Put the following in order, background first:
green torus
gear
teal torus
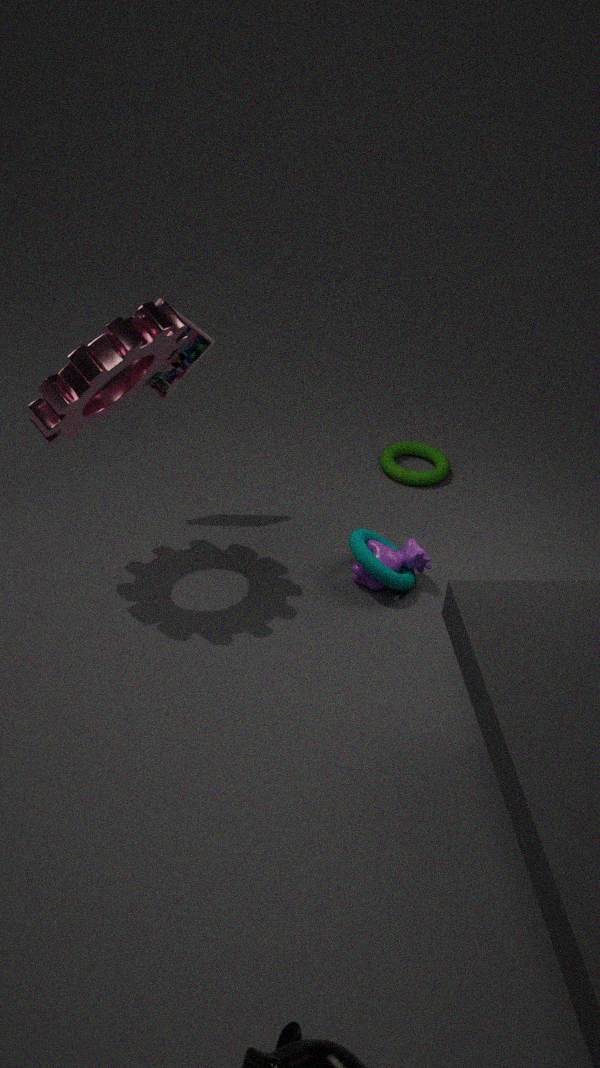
green torus → teal torus → gear
